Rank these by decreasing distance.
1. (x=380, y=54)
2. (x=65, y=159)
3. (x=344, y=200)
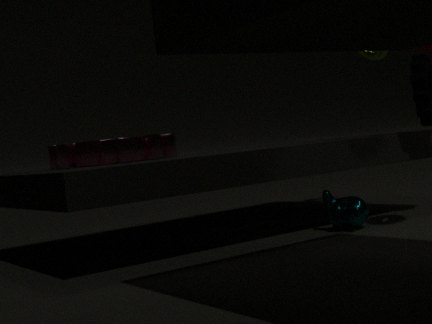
(x=380, y=54)
(x=65, y=159)
(x=344, y=200)
